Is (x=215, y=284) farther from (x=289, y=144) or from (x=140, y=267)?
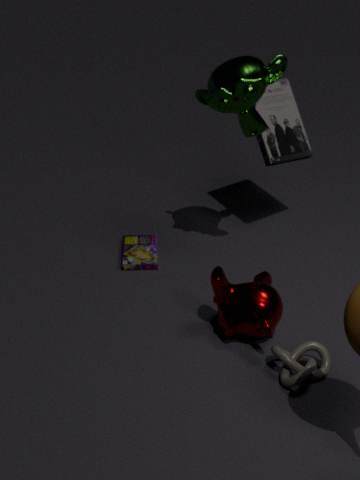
(x=289, y=144)
